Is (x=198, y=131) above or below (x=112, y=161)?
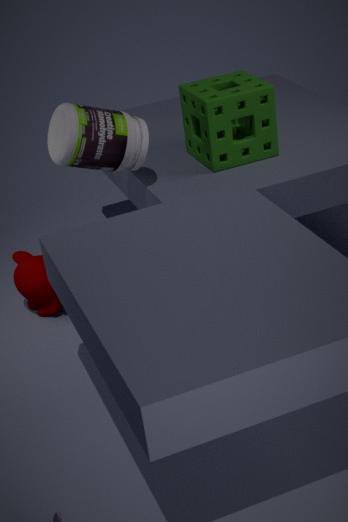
below
